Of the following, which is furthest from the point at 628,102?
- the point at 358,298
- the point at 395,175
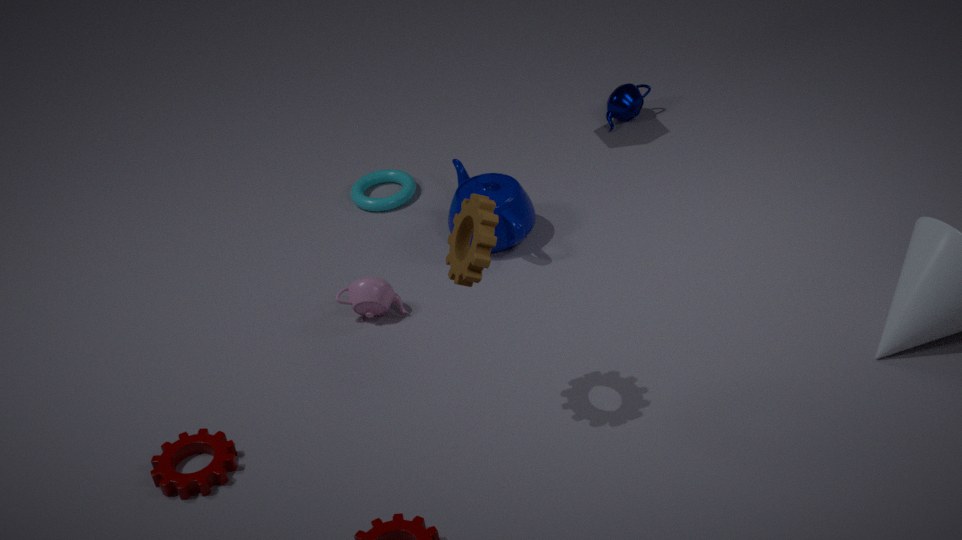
the point at 358,298
